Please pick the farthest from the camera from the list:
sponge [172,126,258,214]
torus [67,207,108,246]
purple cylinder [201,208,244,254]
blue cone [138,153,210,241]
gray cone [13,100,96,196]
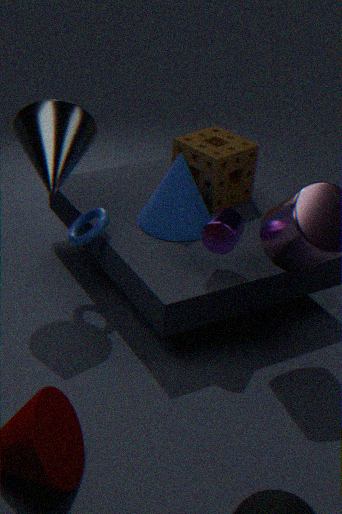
sponge [172,126,258,214]
